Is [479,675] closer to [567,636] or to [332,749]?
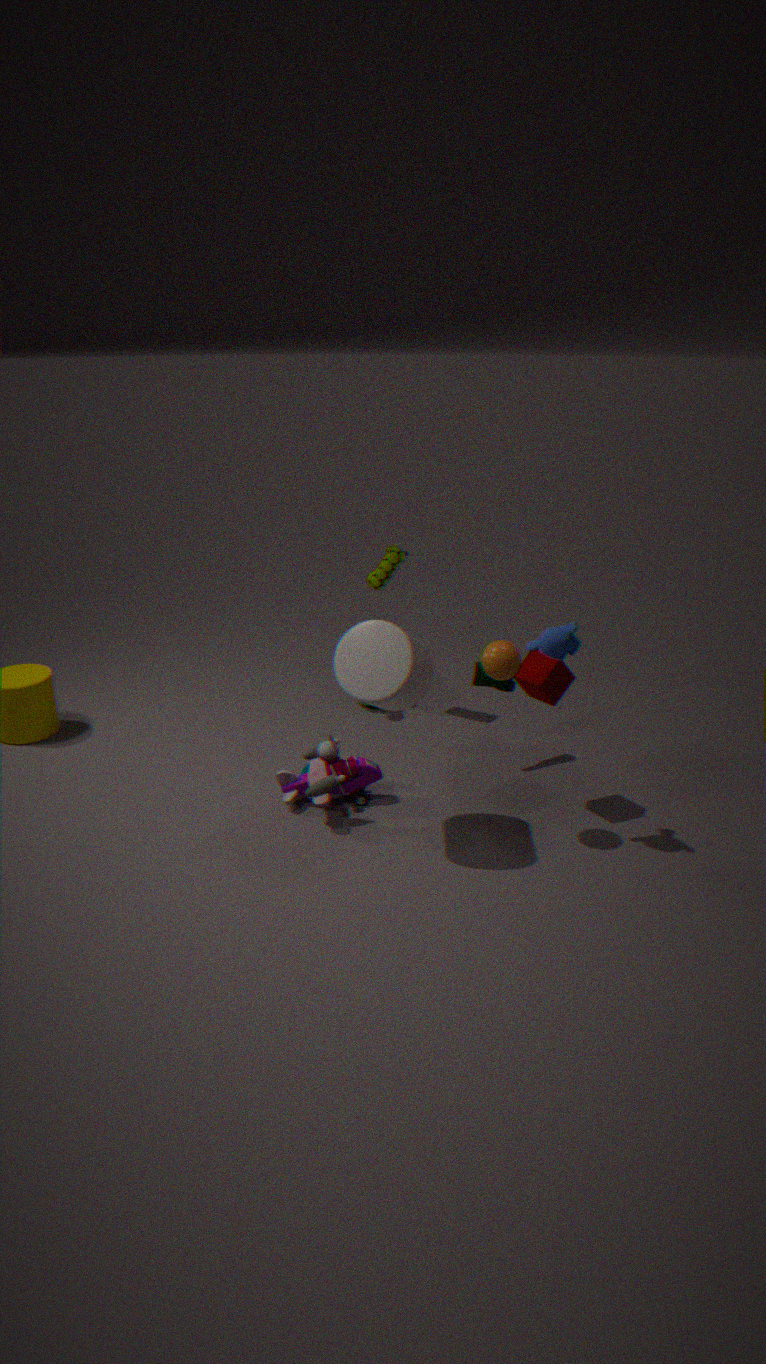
[567,636]
